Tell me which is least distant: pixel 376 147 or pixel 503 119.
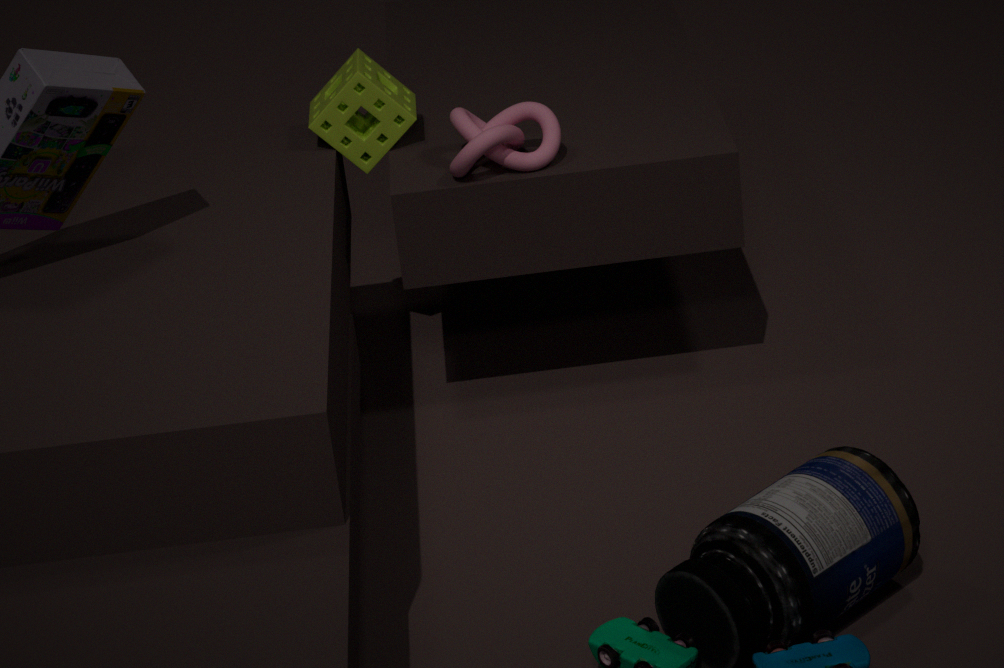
pixel 503 119
